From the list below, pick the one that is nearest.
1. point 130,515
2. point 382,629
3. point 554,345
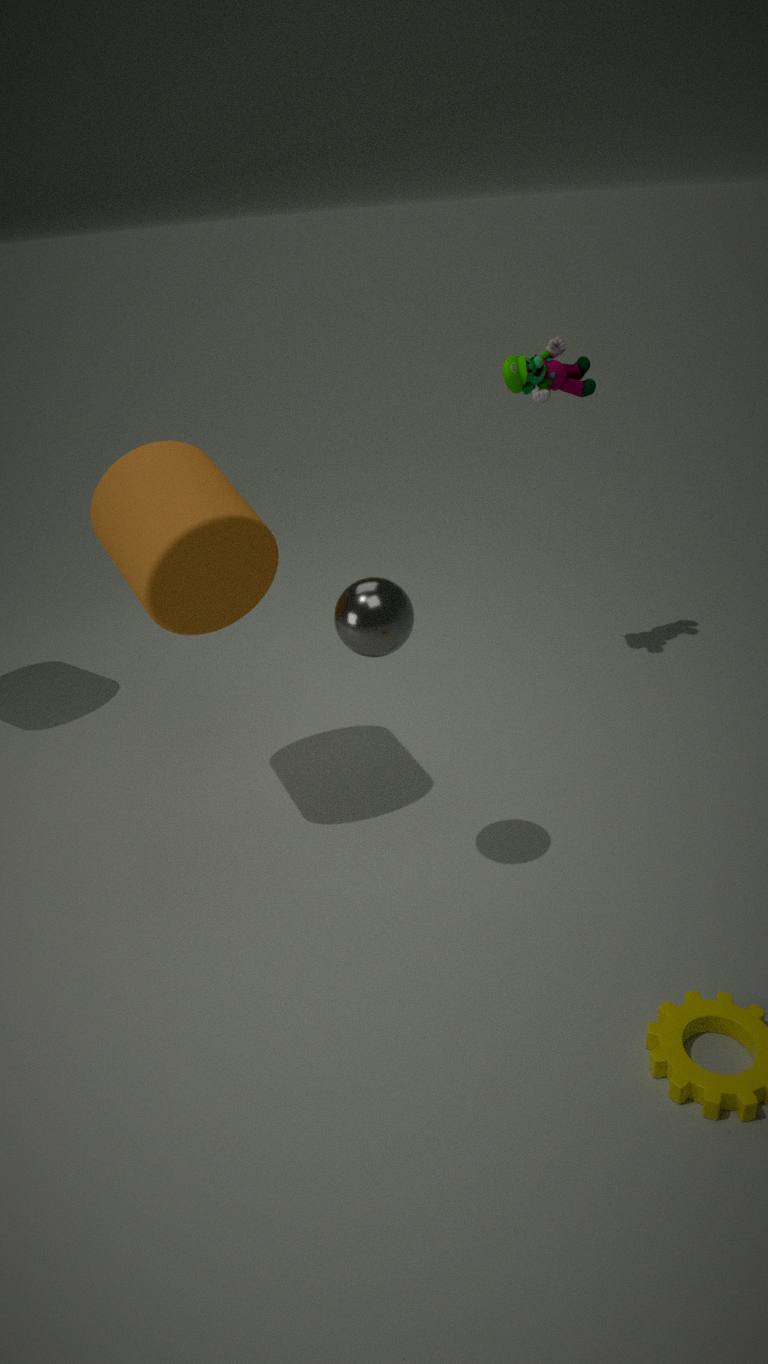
point 382,629
